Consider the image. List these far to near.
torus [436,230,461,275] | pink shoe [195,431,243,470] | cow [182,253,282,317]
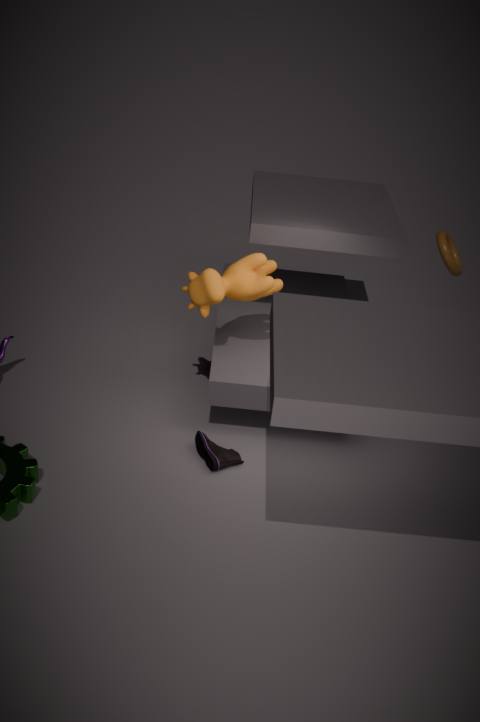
1. torus [436,230,461,275]
2. cow [182,253,282,317]
3. pink shoe [195,431,243,470]
